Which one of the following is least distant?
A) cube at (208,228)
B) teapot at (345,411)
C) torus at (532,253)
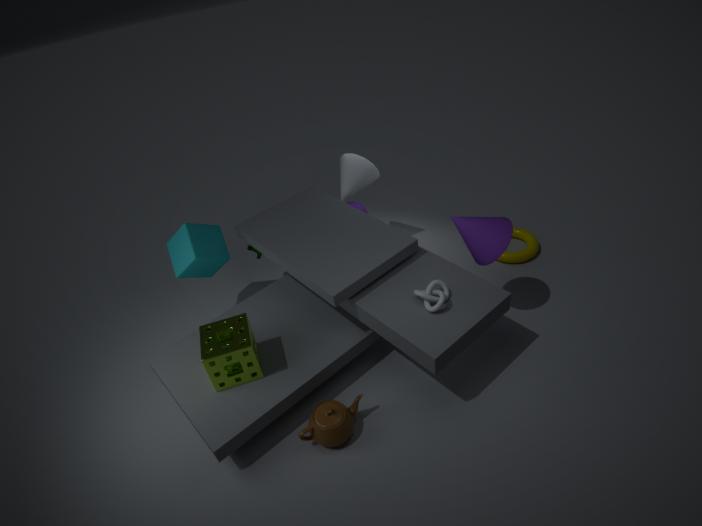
teapot at (345,411)
